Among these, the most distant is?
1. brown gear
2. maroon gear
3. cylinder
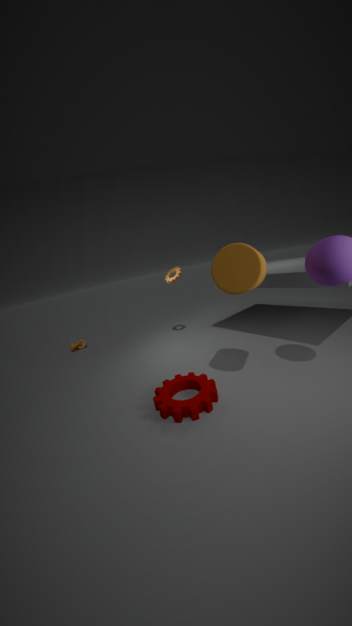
brown gear
